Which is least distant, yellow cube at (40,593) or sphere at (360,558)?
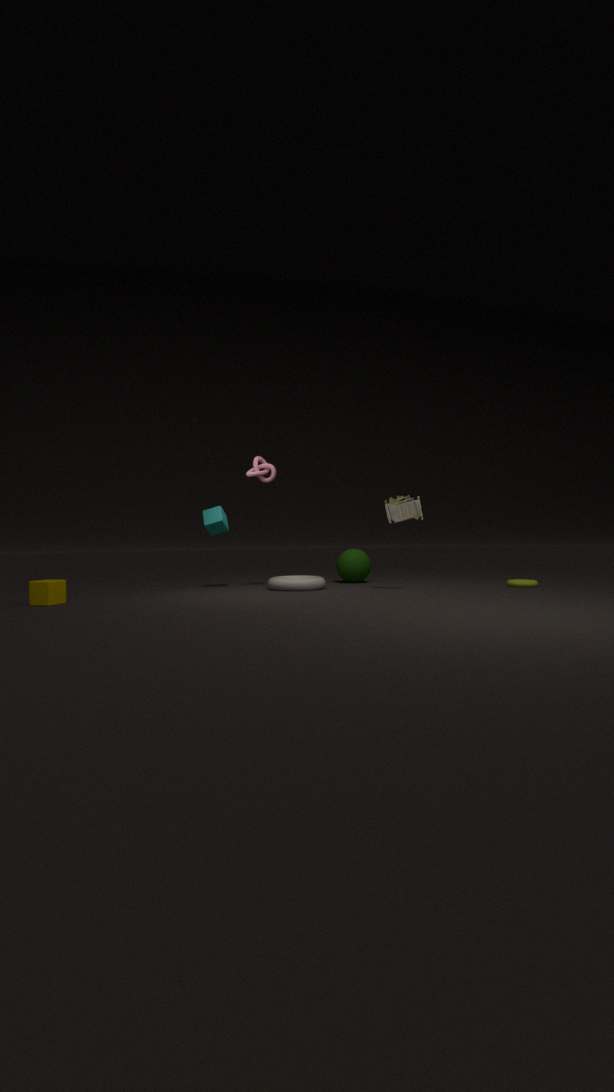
yellow cube at (40,593)
